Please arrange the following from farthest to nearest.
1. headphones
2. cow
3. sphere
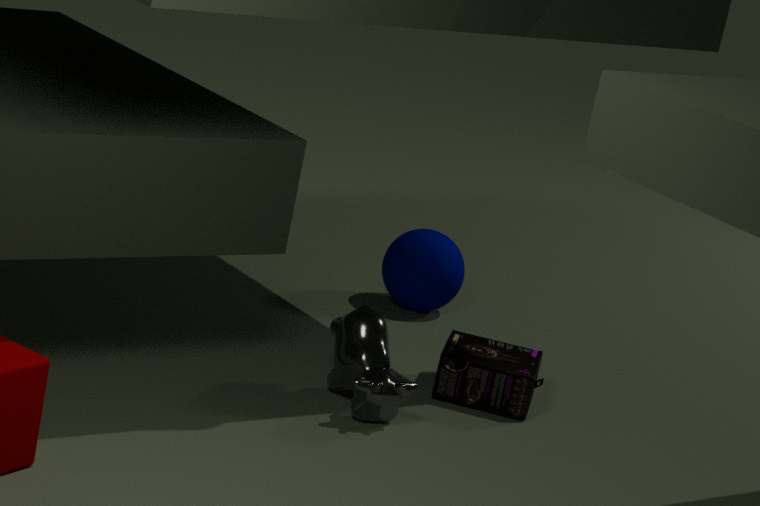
sphere, headphones, cow
